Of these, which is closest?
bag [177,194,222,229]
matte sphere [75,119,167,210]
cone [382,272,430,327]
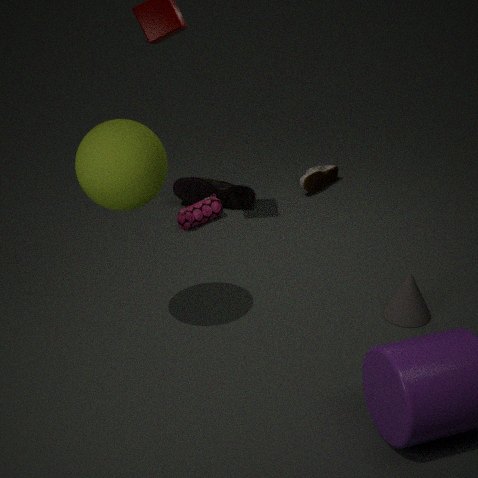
matte sphere [75,119,167,210]
